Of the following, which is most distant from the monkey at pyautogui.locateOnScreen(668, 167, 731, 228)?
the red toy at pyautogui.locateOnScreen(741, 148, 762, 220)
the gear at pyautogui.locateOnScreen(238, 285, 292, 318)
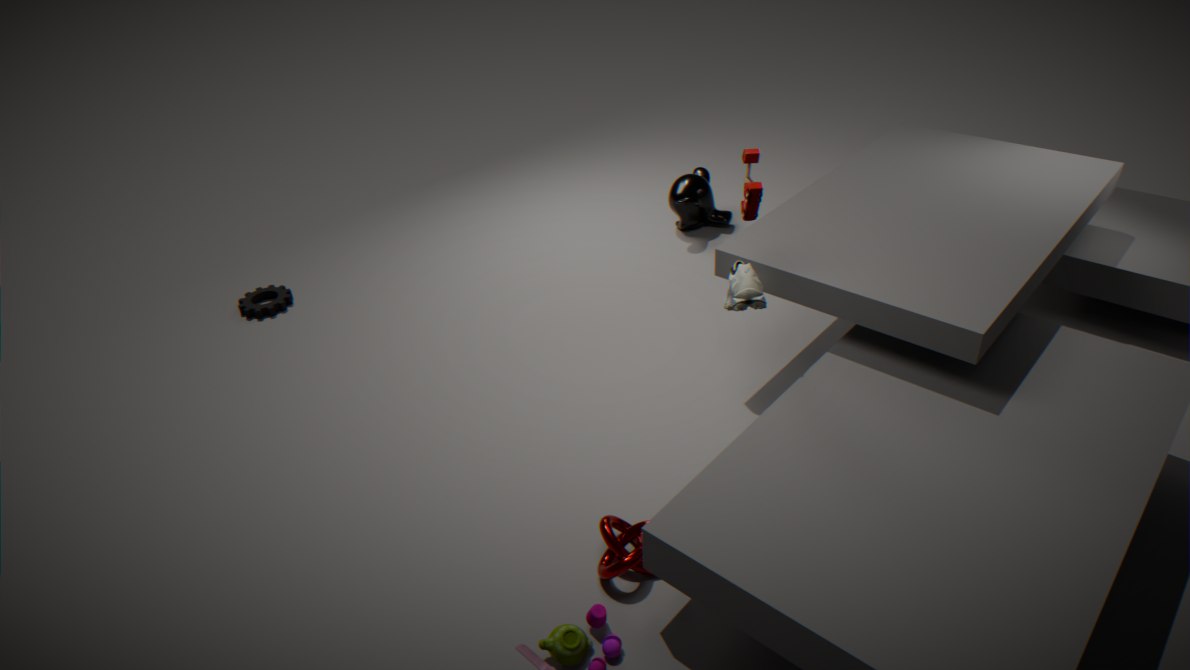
the gear at pyautogui.locateOnScreen(238, 285, 292, 318)
